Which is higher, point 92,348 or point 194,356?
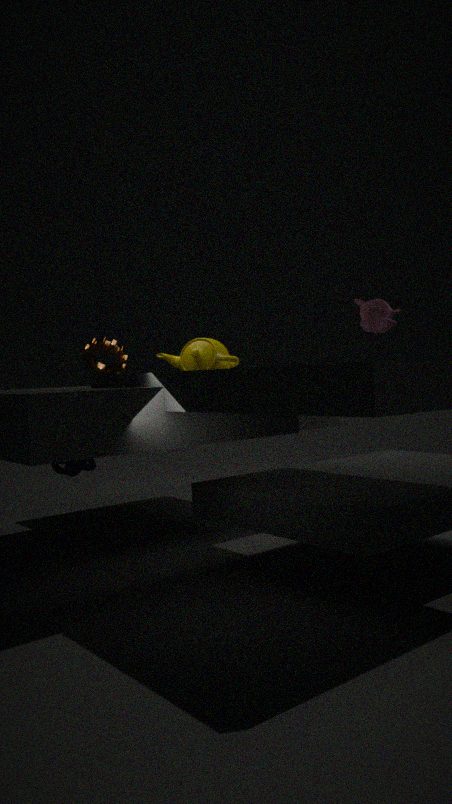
point 92,348
